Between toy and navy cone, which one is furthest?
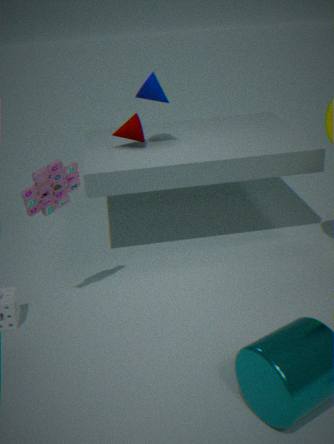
navy cone
